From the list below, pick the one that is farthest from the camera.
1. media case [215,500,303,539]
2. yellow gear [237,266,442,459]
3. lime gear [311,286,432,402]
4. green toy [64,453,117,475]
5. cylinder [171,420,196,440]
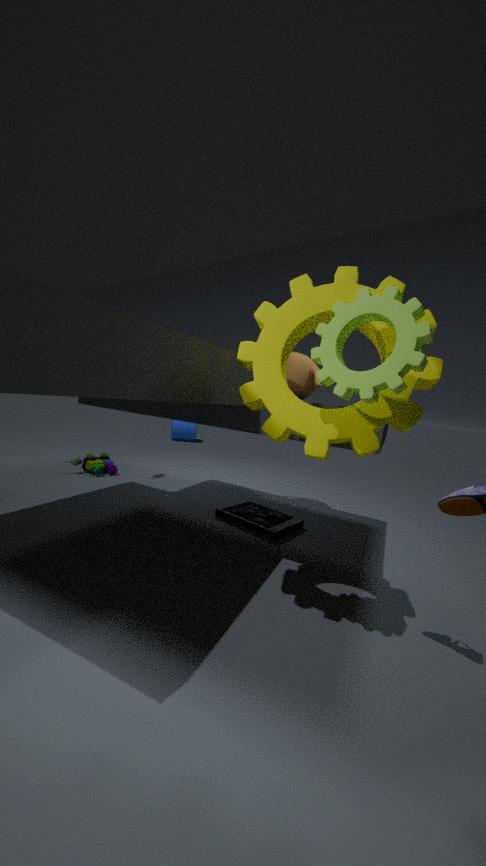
cylinder [171,420,196,440]
